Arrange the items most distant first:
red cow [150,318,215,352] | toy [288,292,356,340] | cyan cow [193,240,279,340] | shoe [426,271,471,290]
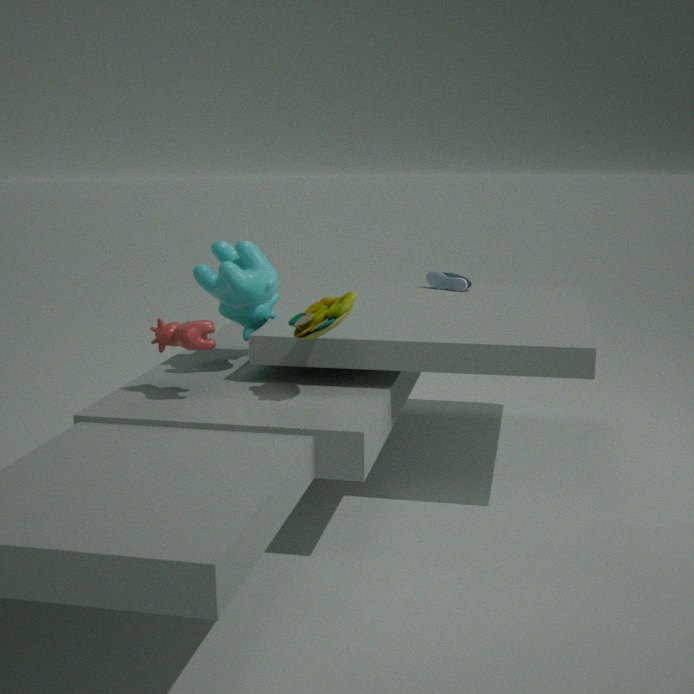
1. shoe [426,271,471,290]
2. cyan cow [193,240,279,340]
3. red cow [150,318,215,352]
4. toy [288,292,356,340]
